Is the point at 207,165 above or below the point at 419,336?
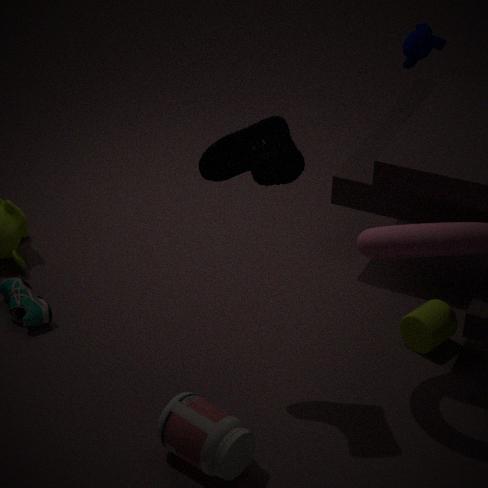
above
